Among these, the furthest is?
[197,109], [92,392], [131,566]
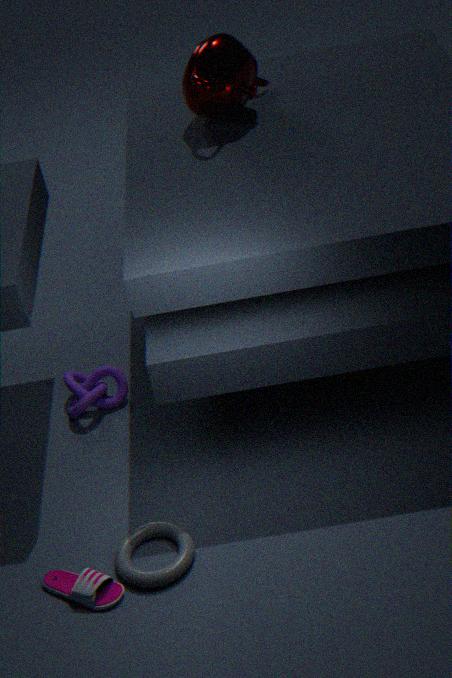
[92,392]
